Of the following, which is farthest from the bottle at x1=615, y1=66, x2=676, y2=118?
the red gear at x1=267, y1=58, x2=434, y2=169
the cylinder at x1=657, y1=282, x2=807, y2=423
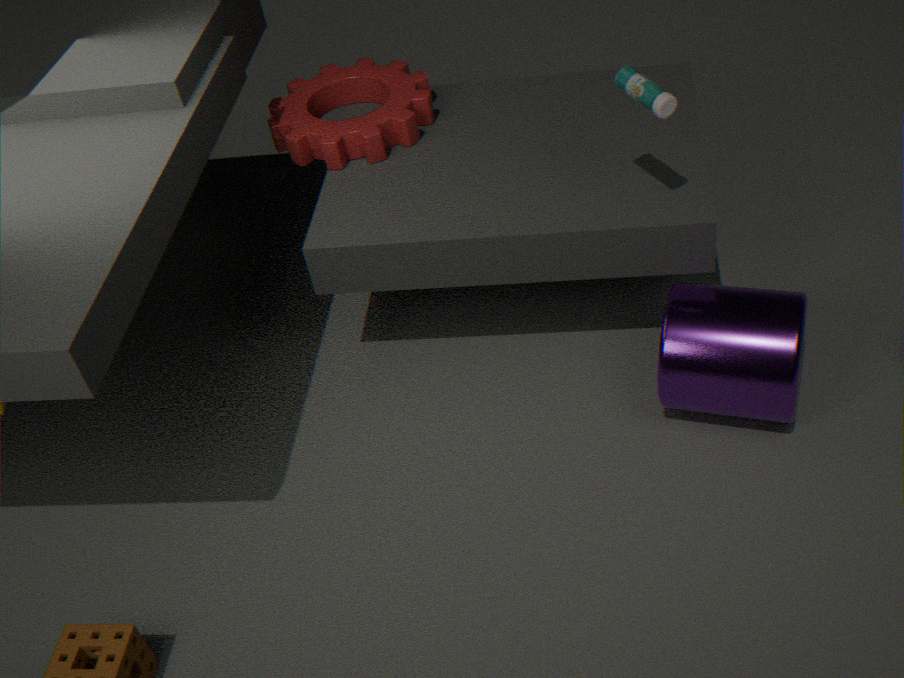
the red gear at x1=267, y1=58, x2=434, y2=169
